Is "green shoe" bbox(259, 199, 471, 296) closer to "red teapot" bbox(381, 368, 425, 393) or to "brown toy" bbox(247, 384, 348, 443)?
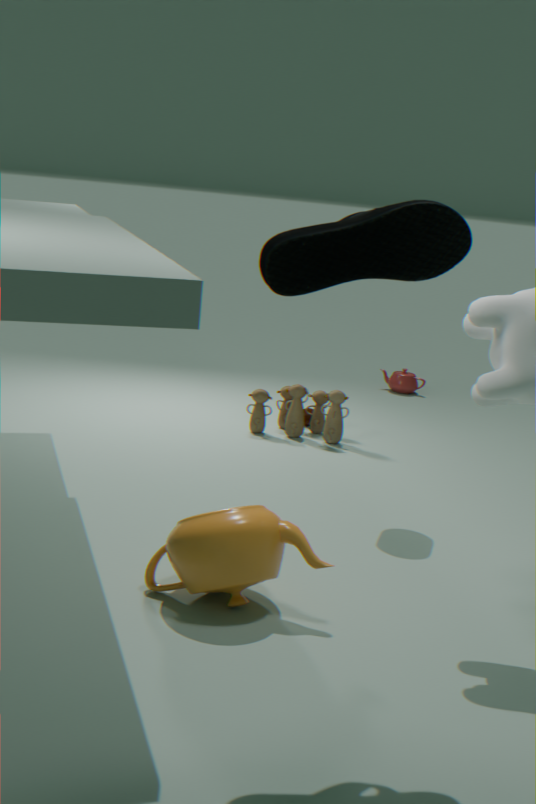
"brown toy" bbox(247, 384, 348, 443)
